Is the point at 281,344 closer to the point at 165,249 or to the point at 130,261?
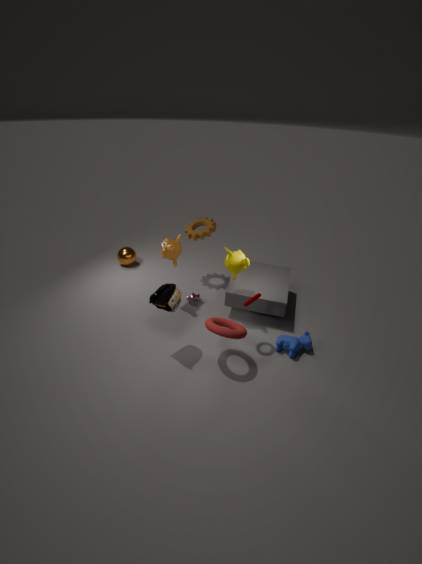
the point at 165,249
